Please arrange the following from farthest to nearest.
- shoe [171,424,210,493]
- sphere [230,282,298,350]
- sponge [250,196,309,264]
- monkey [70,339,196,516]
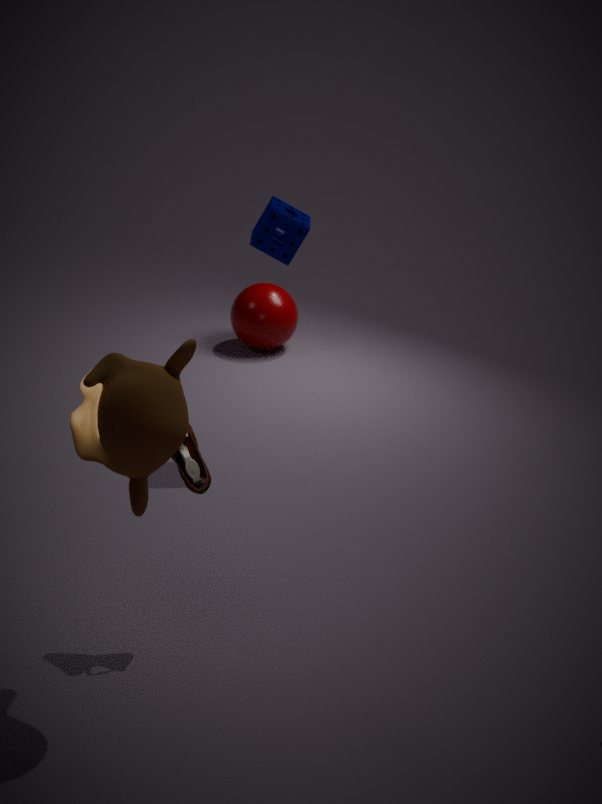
sphere [230,282,298,350], sponge [250,196,309,264], shoe [171,424,210,493], monkey [70,339,196,516]
